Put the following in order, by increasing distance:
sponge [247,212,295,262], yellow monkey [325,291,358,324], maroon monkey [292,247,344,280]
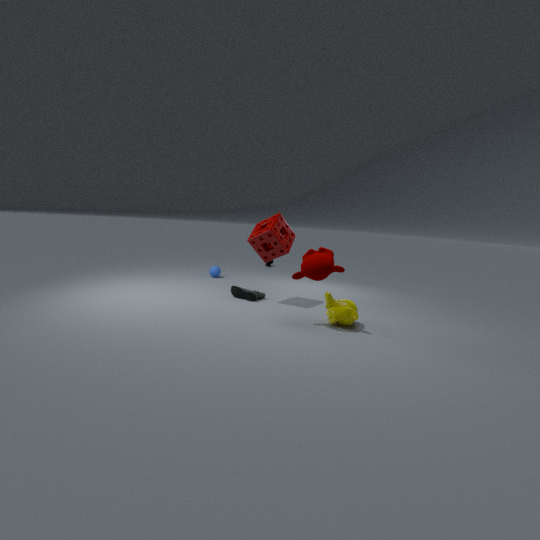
maroon monkey [292,247,344,280] → yellow monkey [325,291,358,324] → sponge [247,212,295,262]
